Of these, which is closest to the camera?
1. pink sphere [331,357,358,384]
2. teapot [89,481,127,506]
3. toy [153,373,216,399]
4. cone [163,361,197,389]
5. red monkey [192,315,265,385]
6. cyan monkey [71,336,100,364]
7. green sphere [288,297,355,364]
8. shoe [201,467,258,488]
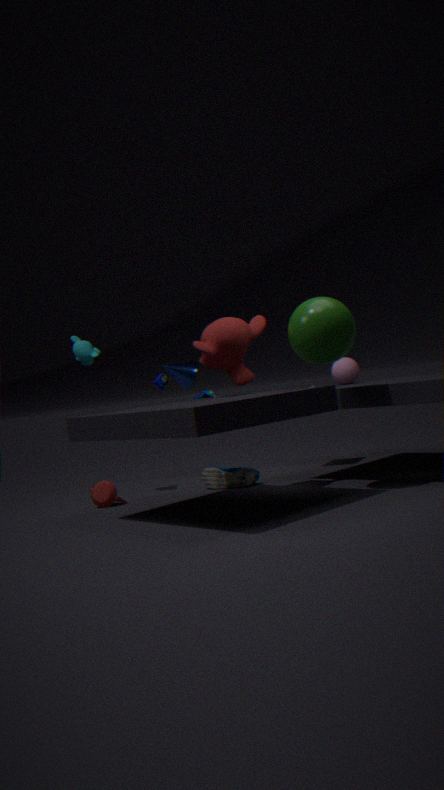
green sphere [288,297,355,364]
